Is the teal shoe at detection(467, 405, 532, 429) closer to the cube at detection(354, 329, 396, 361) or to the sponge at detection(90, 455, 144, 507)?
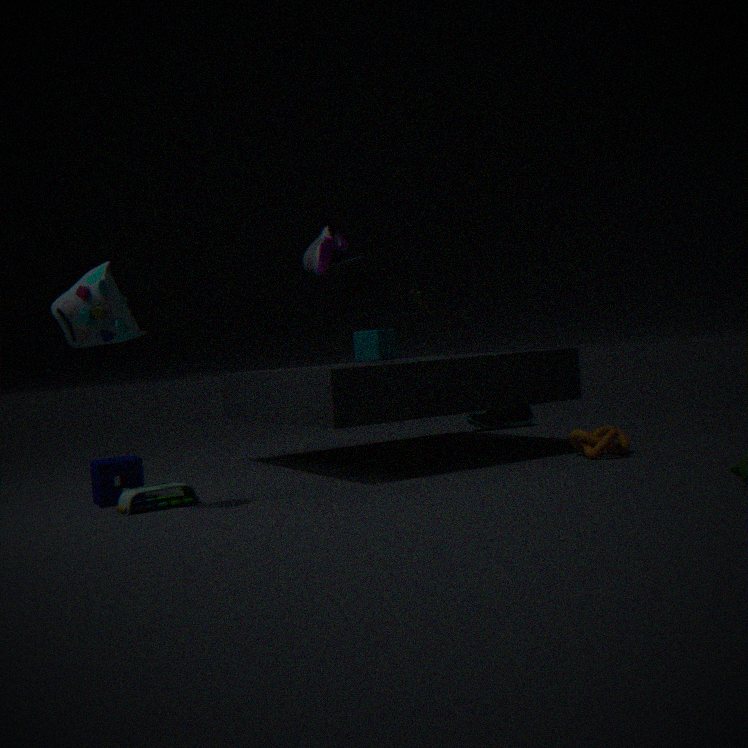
the cube at detection(354, 329, 396, 361)
